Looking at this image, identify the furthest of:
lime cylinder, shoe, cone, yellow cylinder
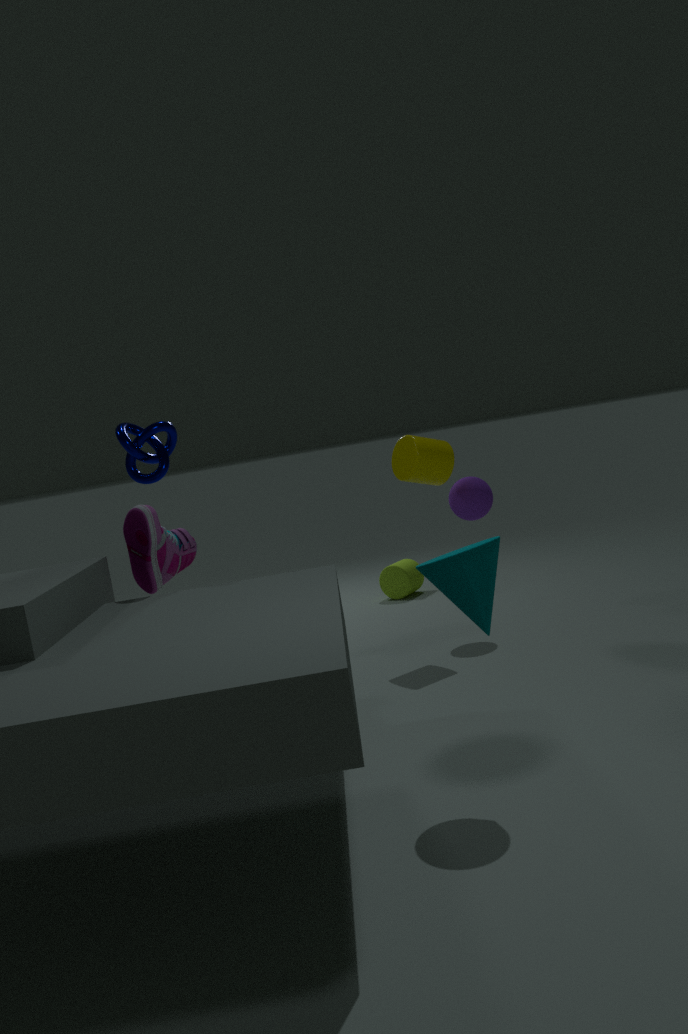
lime cylinder
